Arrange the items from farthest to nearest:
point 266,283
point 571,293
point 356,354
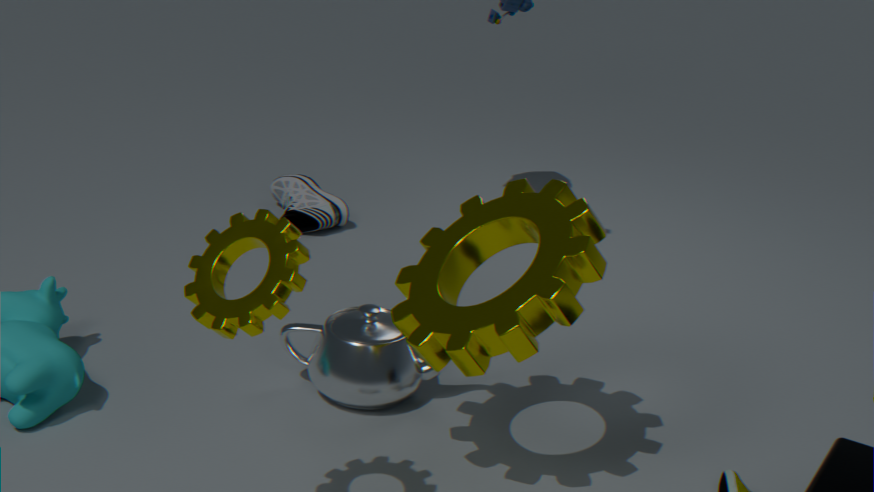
point 356,354 < point 571,293 < point 266,283
